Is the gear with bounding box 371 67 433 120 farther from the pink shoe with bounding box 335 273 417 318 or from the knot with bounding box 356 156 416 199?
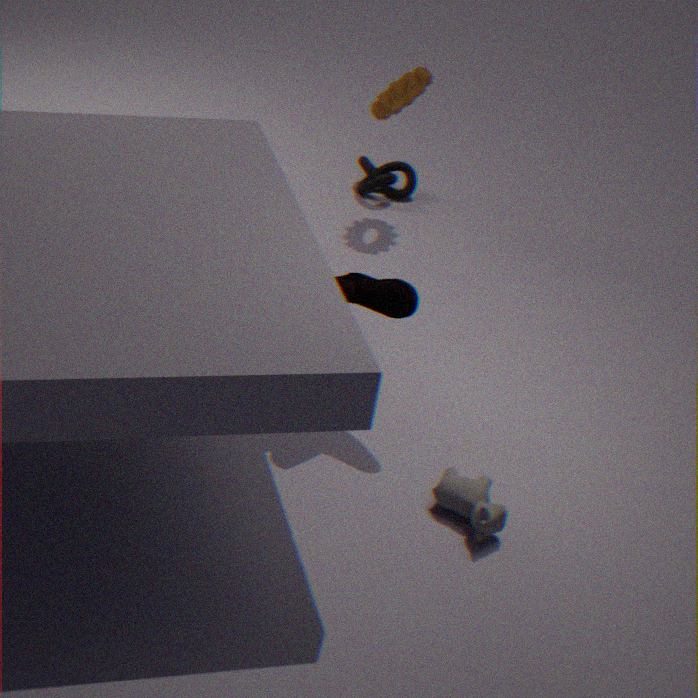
the pink shoe with bounding box 335 273 417 318
